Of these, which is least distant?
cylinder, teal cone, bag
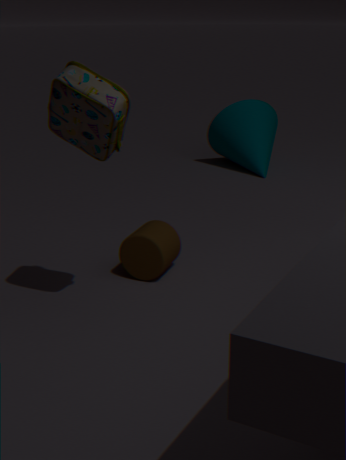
bag
